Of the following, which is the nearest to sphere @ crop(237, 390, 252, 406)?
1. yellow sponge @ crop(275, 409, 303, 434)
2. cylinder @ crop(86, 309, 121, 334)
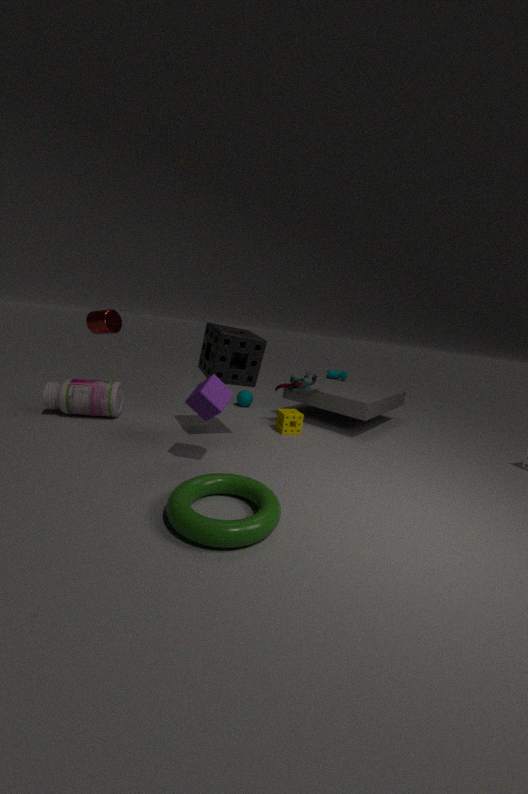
yellow sponge @ crop(275, 409, 303, 434)
